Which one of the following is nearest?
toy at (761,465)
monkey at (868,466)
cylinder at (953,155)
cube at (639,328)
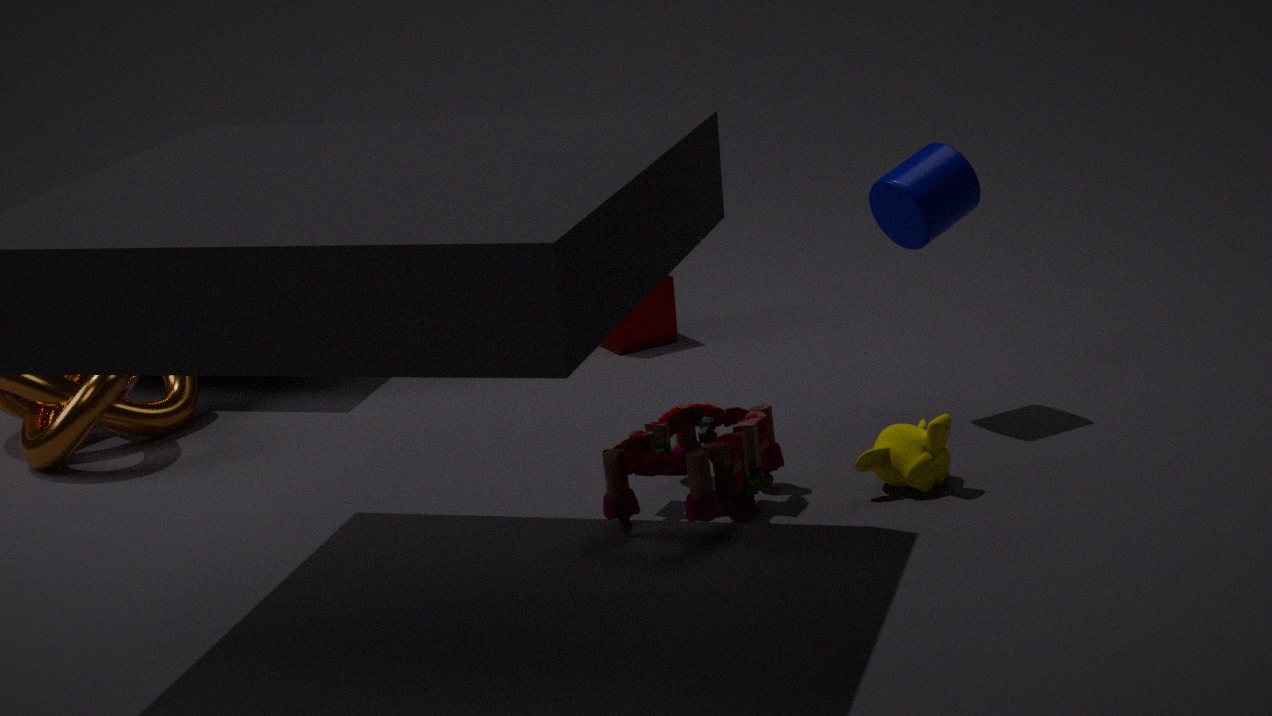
toy at (761,465)
